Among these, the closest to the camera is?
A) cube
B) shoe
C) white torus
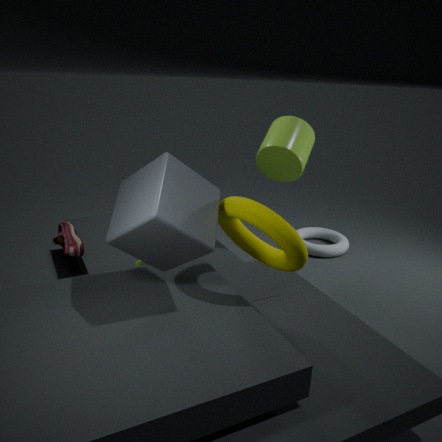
cube
